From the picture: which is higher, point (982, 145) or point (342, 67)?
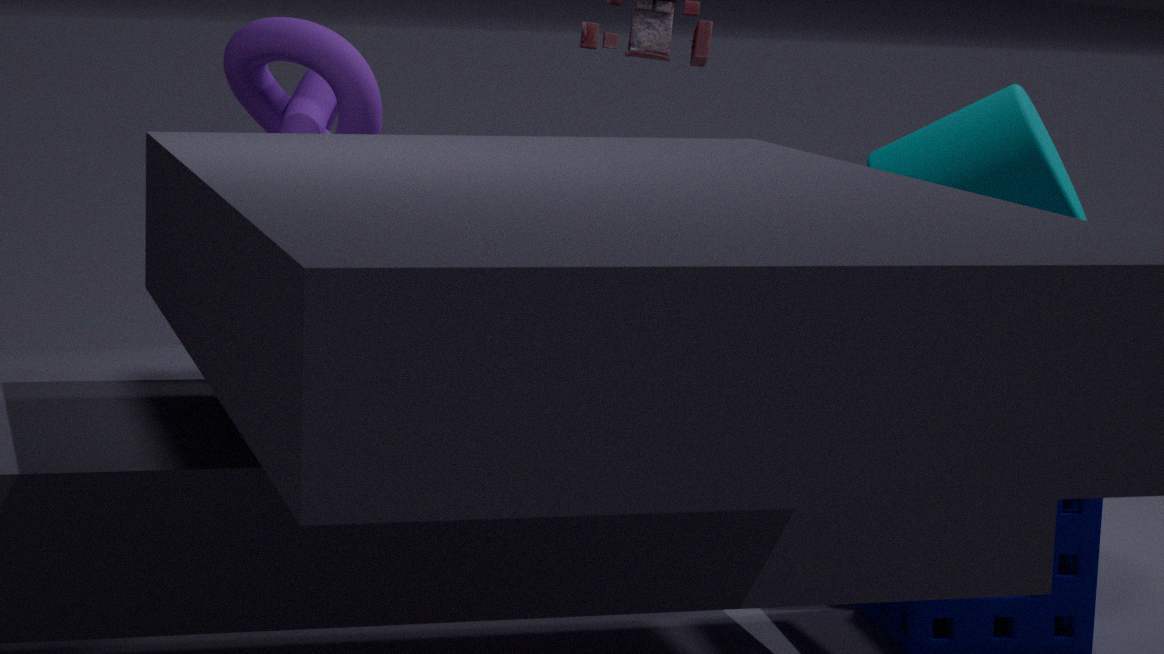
point (342, 67)
